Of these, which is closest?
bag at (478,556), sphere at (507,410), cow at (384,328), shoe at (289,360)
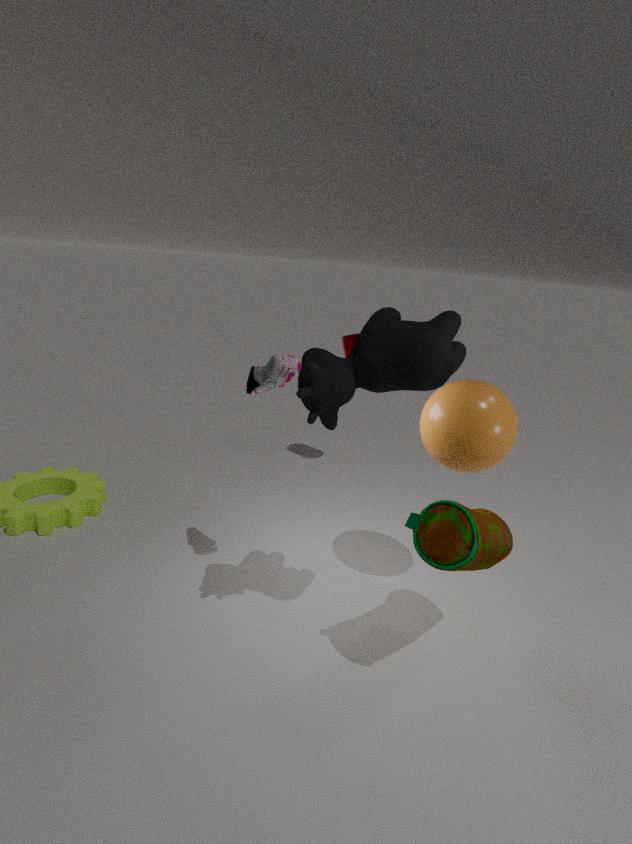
cow at (384,328)
